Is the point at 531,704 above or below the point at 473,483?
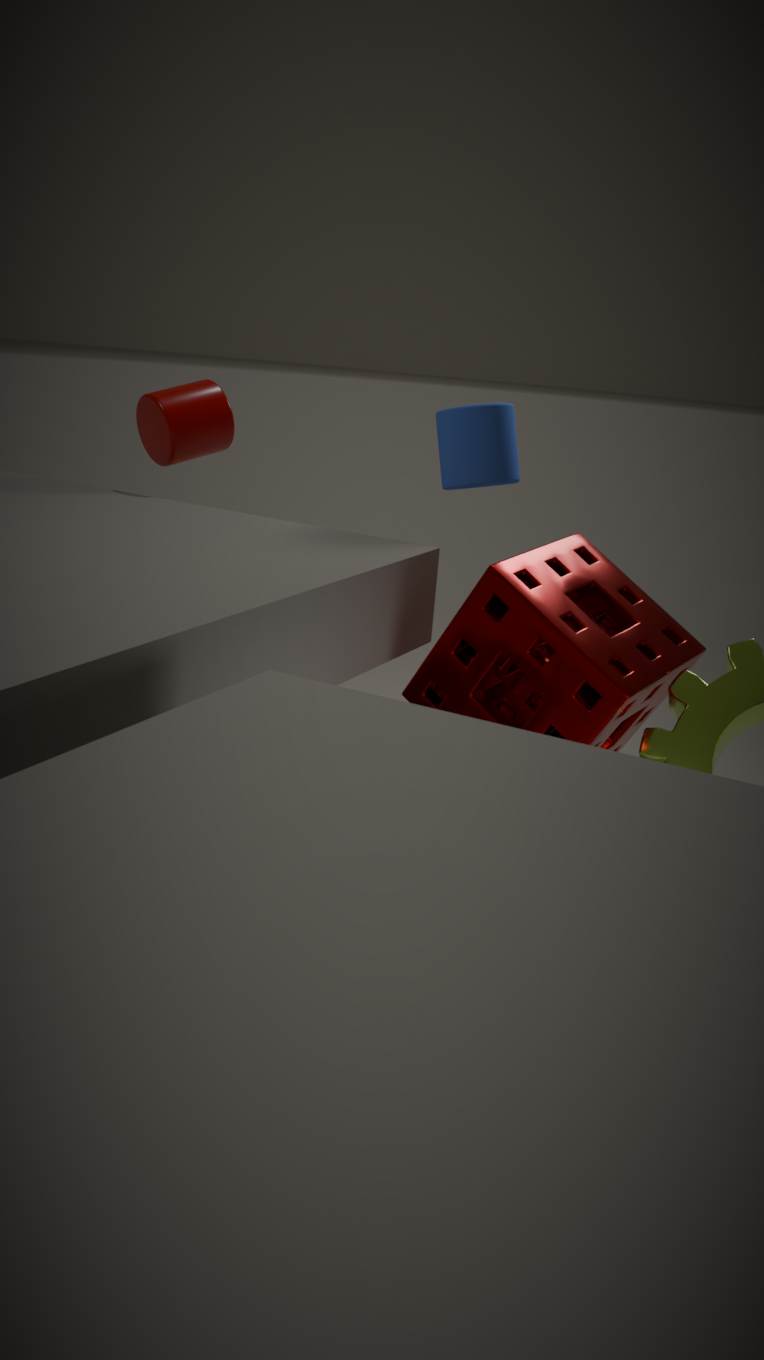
below
